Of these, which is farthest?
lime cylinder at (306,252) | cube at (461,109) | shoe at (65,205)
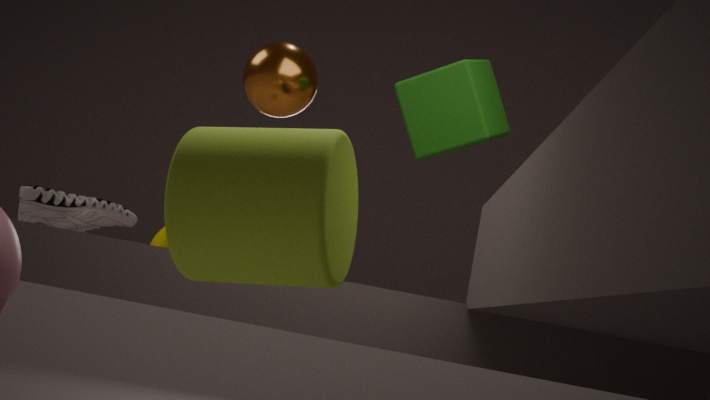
shoe at (65,205)
